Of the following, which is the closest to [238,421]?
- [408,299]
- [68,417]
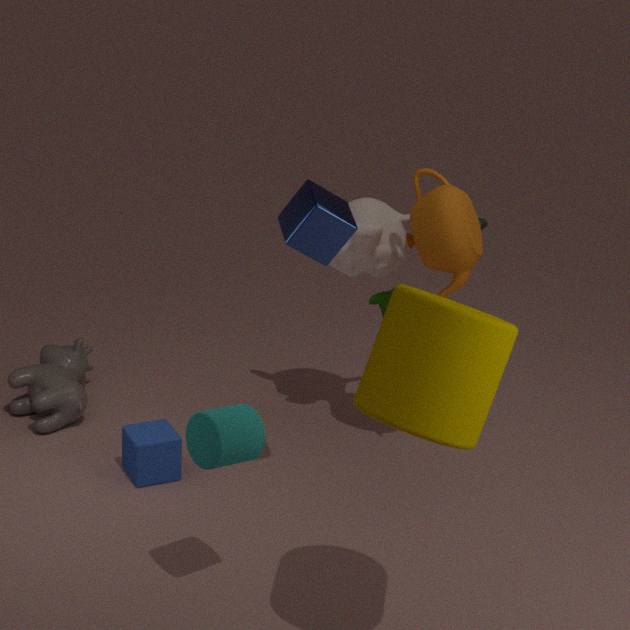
[408,299]
